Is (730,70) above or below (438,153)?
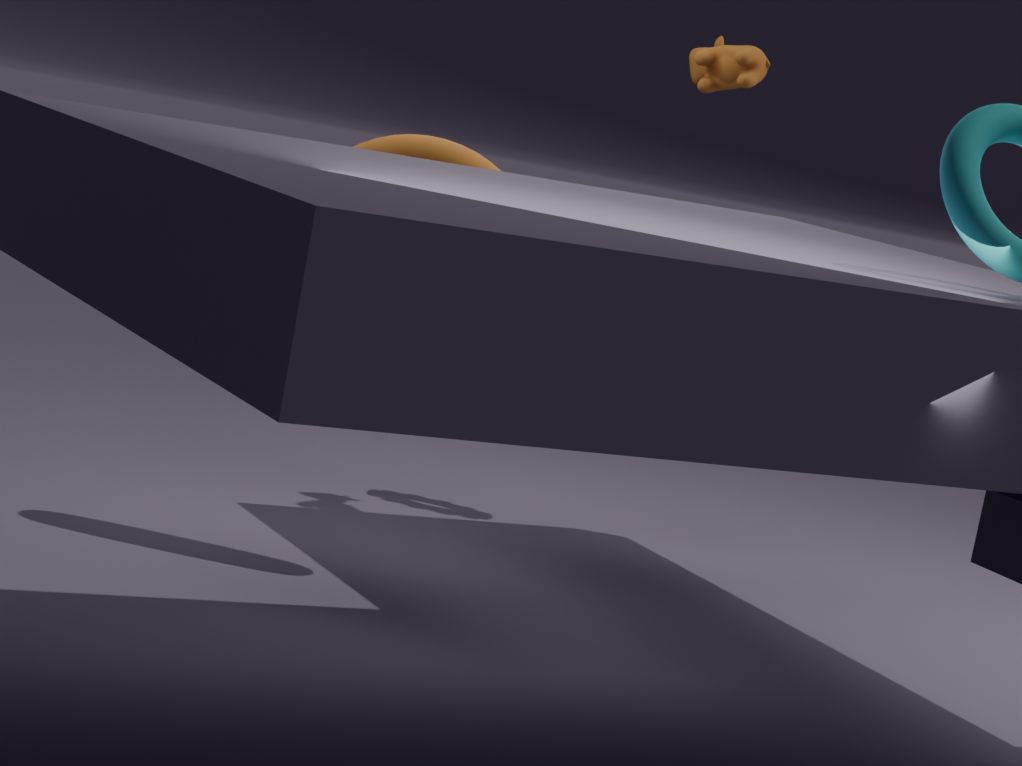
above
